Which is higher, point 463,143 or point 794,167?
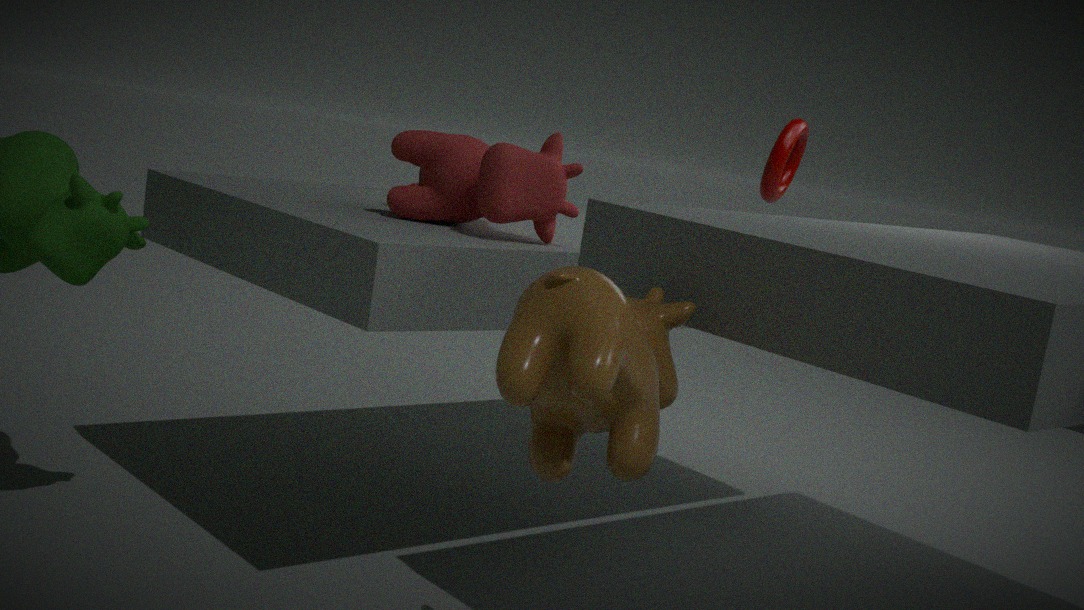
point 794,167
